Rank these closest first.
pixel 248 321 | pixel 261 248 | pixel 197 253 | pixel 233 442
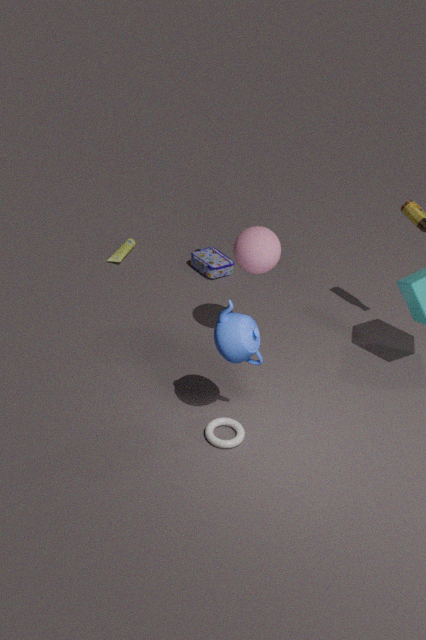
pixel 248 321
pixel 233 442
pixel 261 248
pixel 197 253
